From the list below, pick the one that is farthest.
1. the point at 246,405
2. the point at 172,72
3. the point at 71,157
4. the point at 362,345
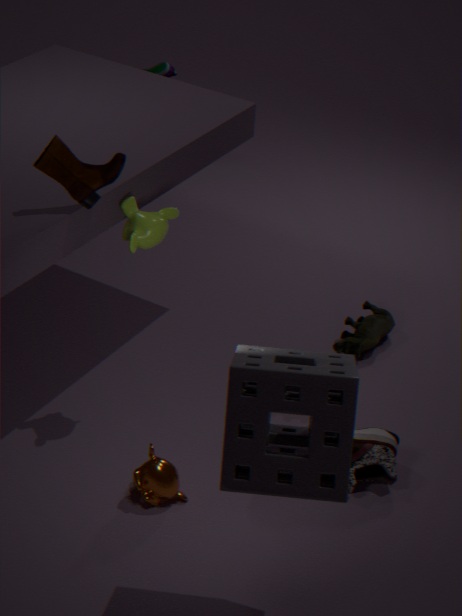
the point at 172,72
